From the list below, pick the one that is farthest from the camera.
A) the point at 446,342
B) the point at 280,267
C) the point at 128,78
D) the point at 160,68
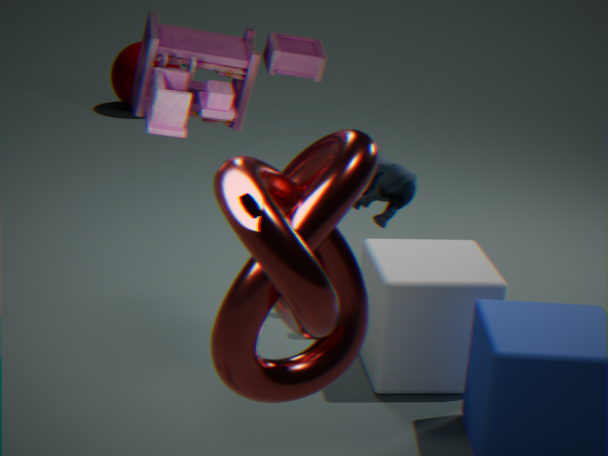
C. the point at 128,78
